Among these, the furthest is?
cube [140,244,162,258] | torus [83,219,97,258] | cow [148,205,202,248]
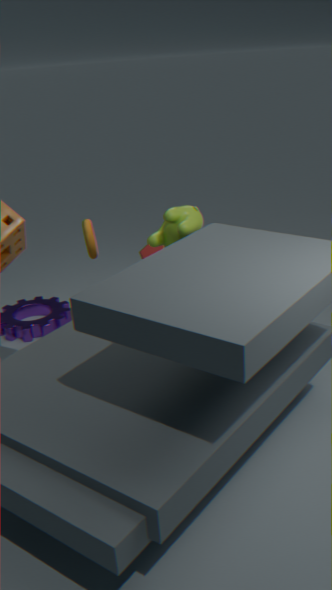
cube [140,244,162,258]
